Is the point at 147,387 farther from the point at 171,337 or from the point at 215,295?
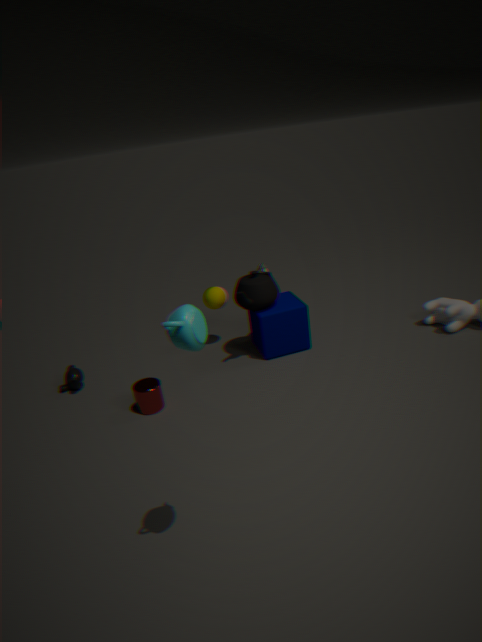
the point at 171,337
